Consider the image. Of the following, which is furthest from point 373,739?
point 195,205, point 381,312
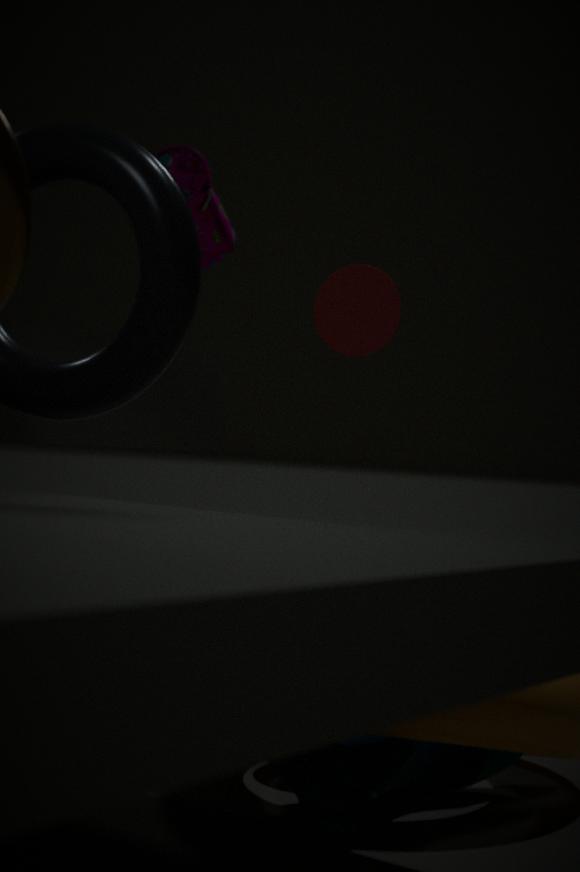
point 195,205
